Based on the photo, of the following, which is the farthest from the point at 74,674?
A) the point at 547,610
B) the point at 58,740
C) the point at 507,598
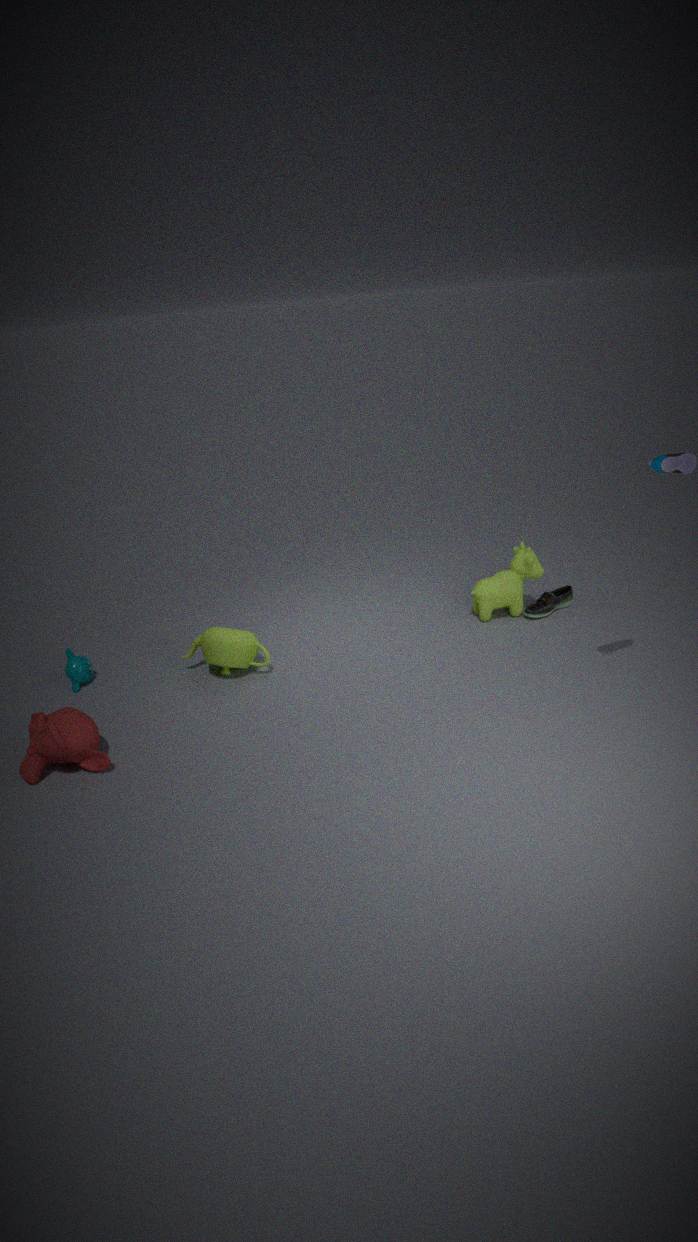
the point at 547,610
